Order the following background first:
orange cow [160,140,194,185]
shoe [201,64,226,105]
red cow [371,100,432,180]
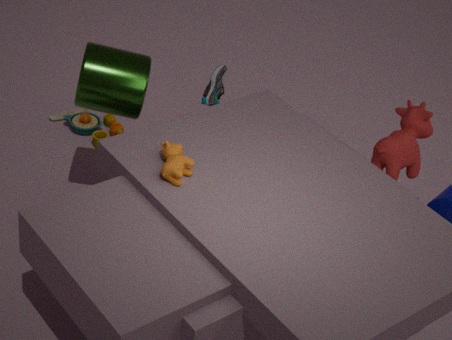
shoe [201,64,226,105], red cow [371,100,432,180], orange cow [160,140,194,185]
